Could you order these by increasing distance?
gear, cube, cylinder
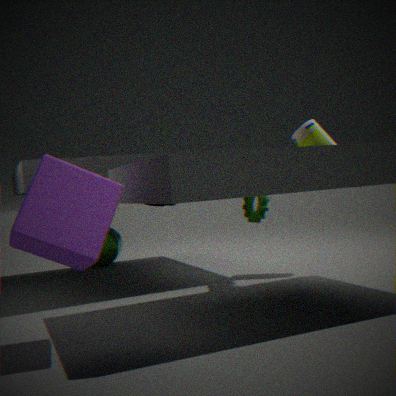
1. cube
2. gear
3. cylinder
